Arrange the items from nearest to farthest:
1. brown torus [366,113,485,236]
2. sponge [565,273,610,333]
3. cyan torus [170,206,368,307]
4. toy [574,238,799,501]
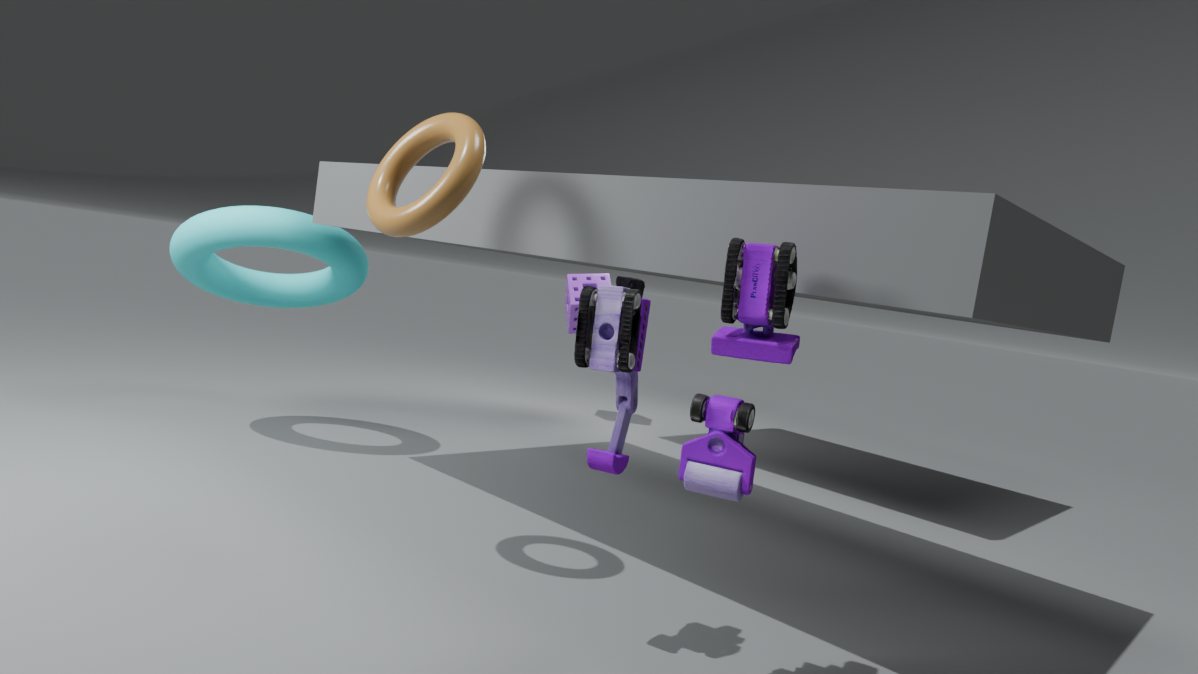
toy [574,238,799,501] < brown torus [366,113,485,236] < cyan torus [170,206,368,307] < sponge [565,273,610,333]
